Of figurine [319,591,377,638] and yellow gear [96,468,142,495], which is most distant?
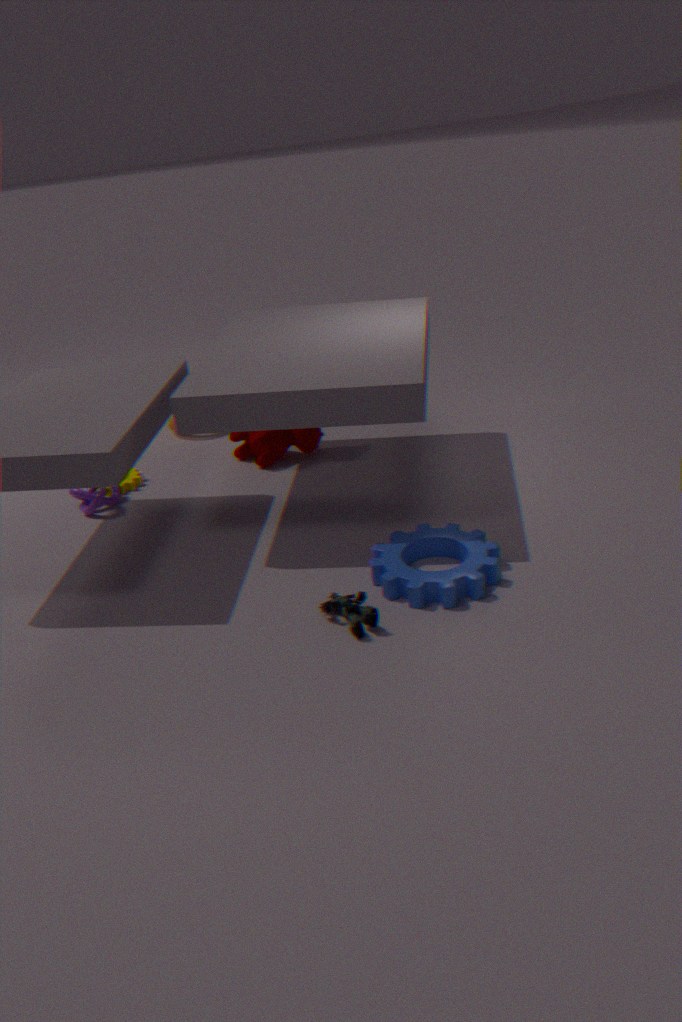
yellow gear [96,468,142,495]
